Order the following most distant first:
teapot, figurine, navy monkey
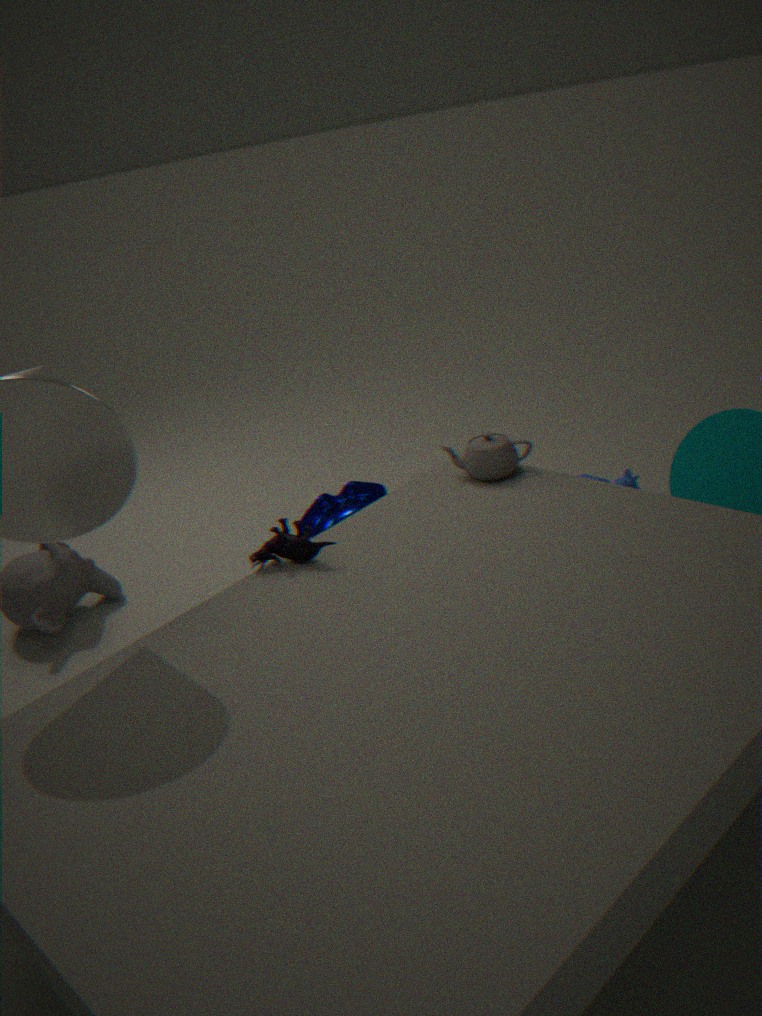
1. navy monkey
2. teapot
3. figurine
